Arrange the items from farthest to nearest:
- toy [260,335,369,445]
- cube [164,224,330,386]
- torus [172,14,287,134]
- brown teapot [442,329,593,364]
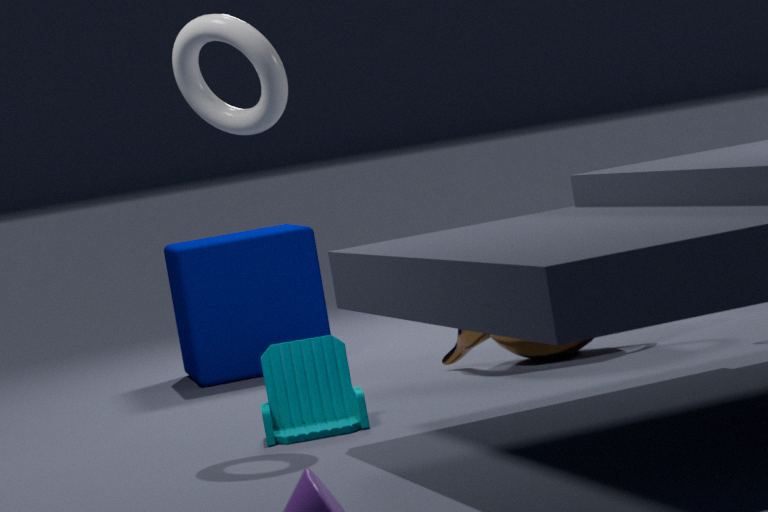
cube [164,224,330,386], brown teapot [442,329,593,364], toy [260,335,369,445], torus [172,14,287,134]
